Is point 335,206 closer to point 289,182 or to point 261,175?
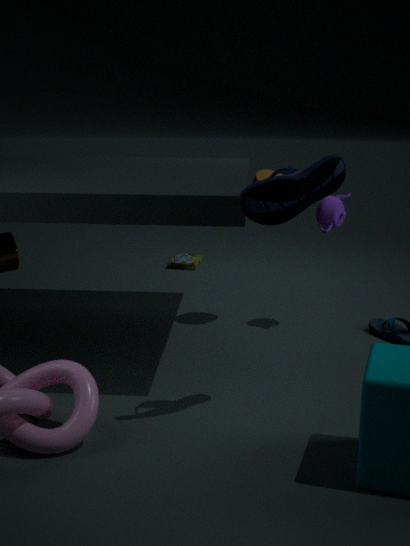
point 261,175
